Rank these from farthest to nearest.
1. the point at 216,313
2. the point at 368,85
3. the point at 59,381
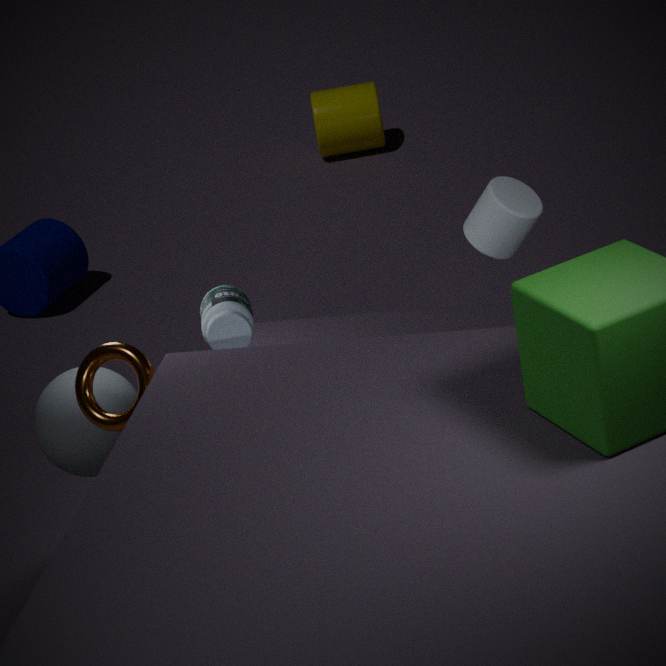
the point at 368,85 → the point at 59,381 → the point at 216,313
